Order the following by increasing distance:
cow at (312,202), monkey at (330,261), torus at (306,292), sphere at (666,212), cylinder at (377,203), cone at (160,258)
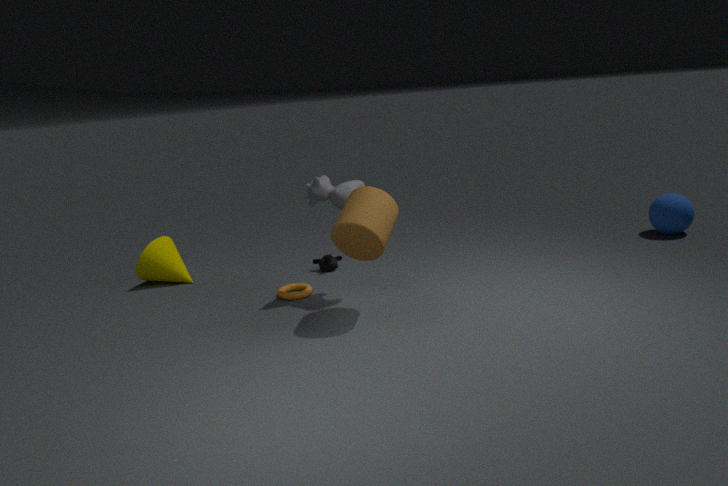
cylinder at (377,203) < cow at (312,202) < torus at (306,292) < monkey at (330,261) < cone at (160,258) < sphere at (666,212)
